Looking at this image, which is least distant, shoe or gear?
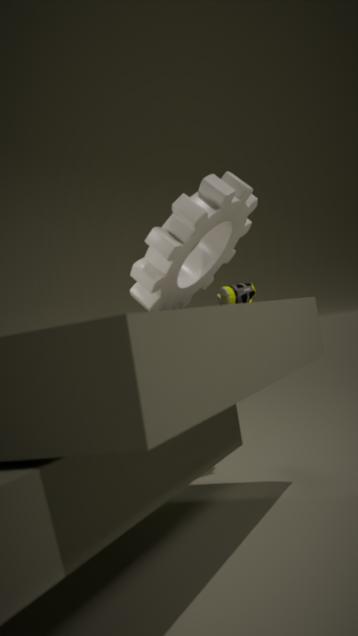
gear
